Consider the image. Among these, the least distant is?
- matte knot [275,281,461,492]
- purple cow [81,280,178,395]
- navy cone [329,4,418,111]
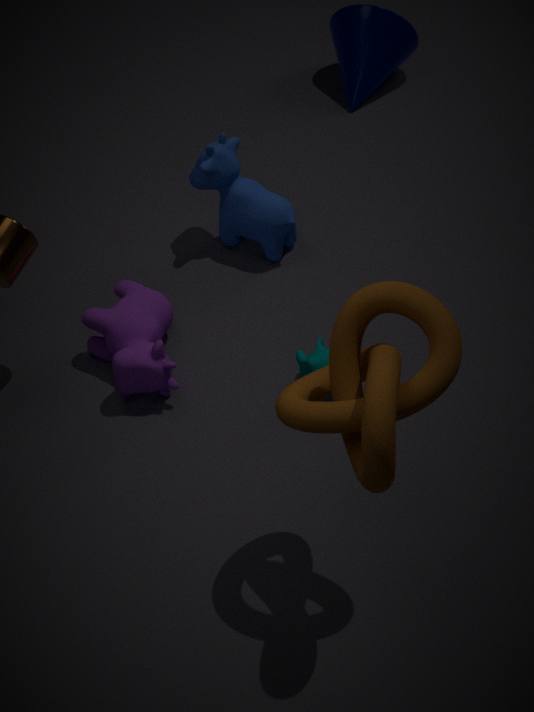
matte knot [275,281,461,492]
